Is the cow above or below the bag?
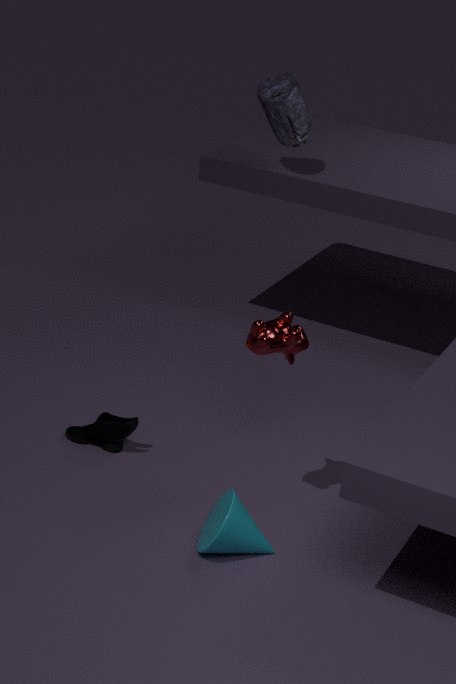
below
